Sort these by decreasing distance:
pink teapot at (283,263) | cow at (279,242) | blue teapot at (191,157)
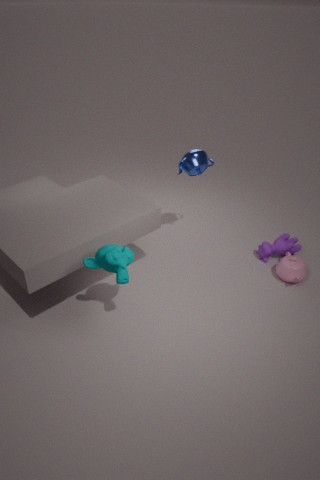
cow at (279,242), blue teapot at (191,157), pink teapot at (283,263)
